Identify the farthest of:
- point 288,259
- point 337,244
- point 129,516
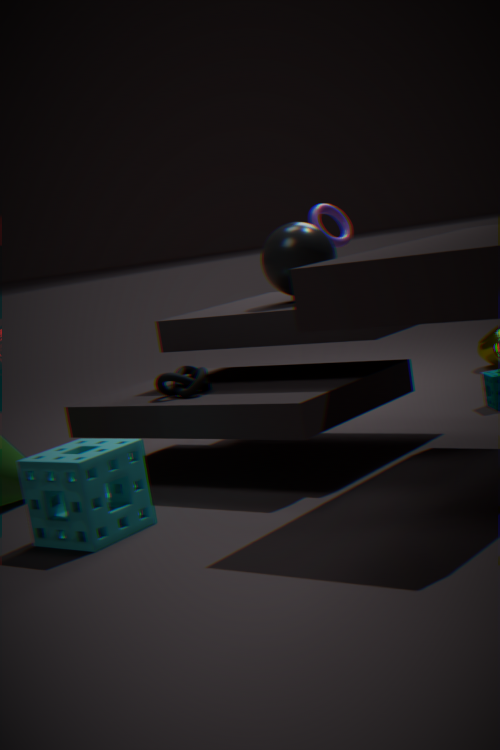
point 337,244
